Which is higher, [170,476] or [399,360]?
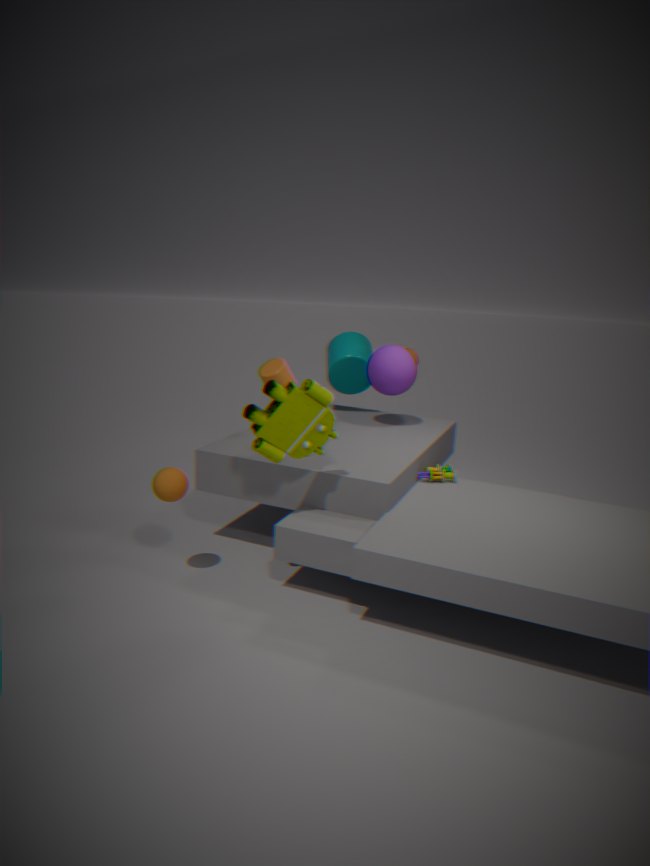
[399,360]
